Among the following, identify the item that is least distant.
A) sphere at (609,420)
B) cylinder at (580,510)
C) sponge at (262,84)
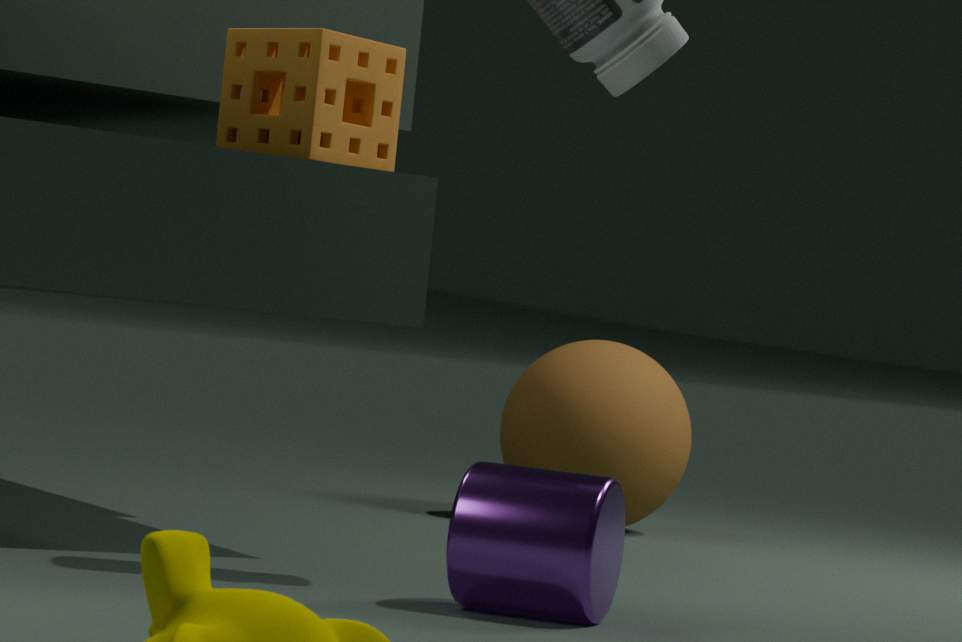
cylinder at (580,510)
